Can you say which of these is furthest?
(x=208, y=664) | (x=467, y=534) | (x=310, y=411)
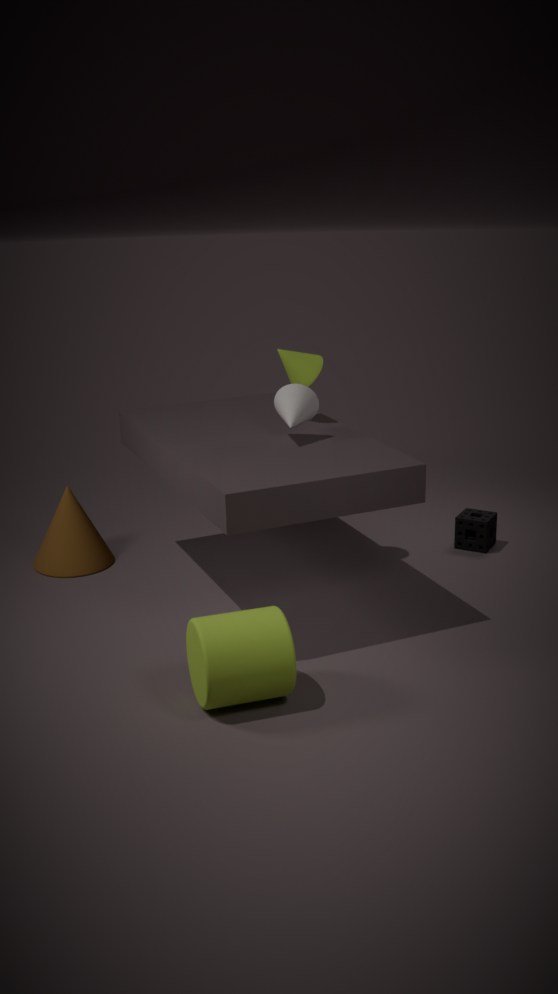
(x=467, y=534)
